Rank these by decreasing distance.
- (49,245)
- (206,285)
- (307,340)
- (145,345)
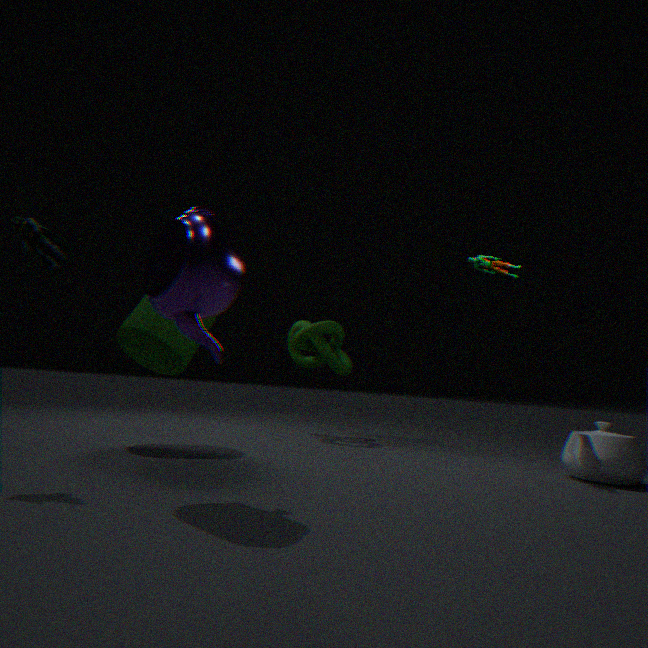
(307,340) < (145,345) < (49,245) < (206,285)
